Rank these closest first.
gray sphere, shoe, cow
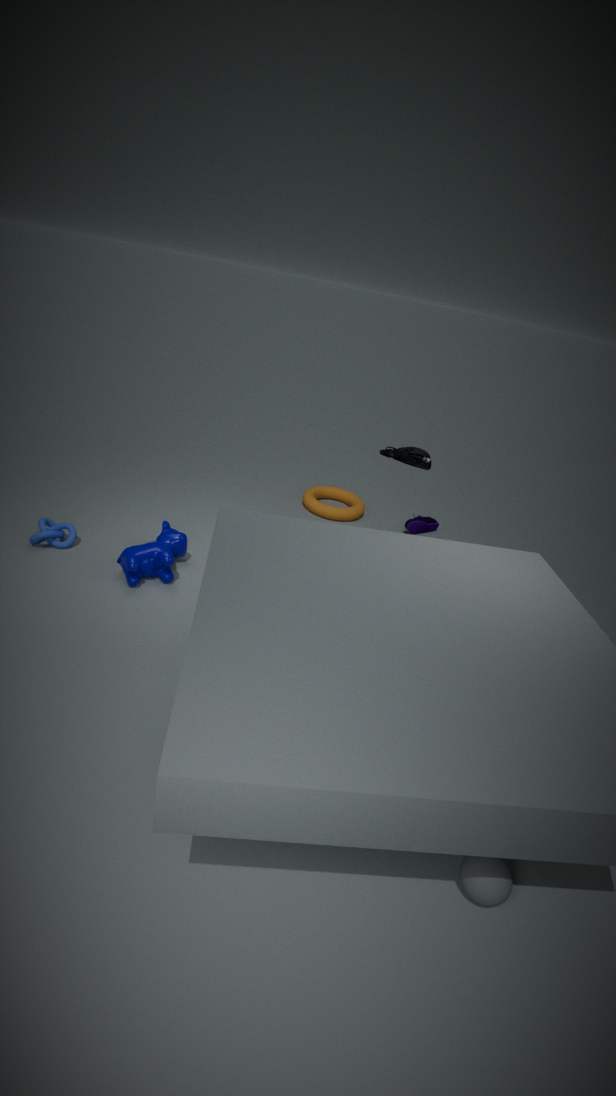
gray sphere → cow → shoe
